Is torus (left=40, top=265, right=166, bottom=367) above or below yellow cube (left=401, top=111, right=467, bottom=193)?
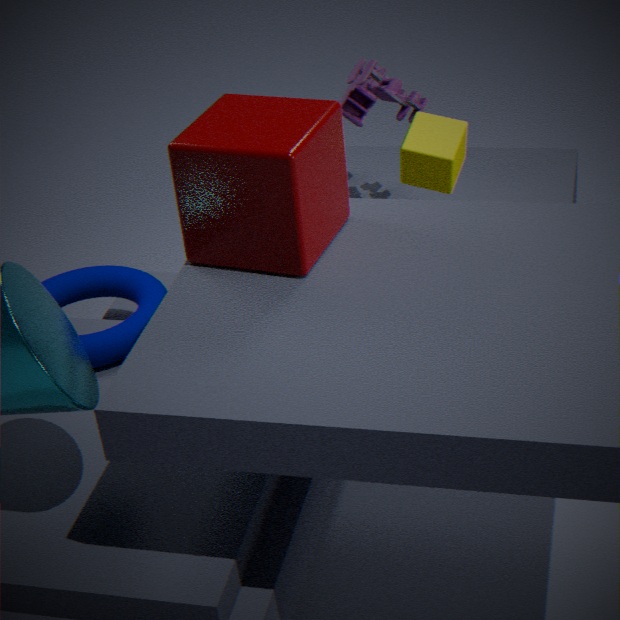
below
